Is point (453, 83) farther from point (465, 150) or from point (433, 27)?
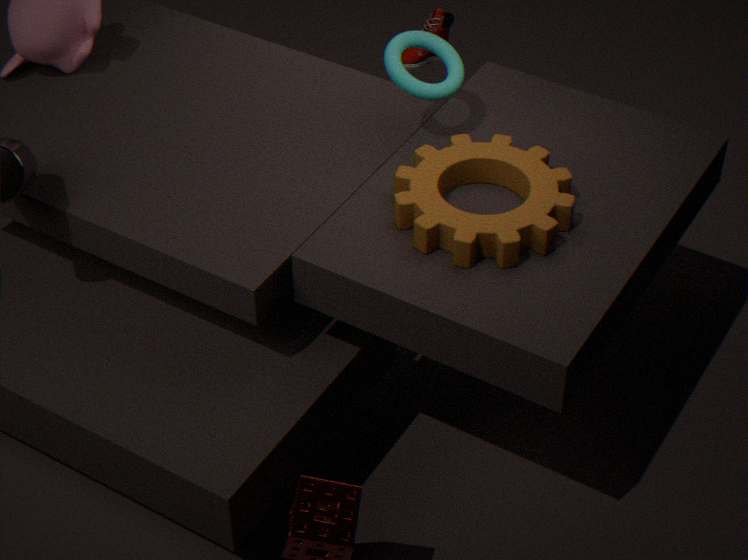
point (433, 27)
